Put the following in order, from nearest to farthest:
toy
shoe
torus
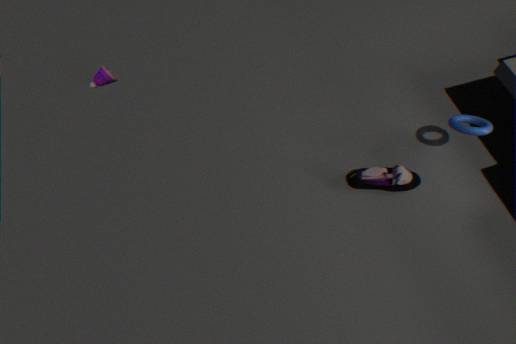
1. torus
2. shoe
3. toy
